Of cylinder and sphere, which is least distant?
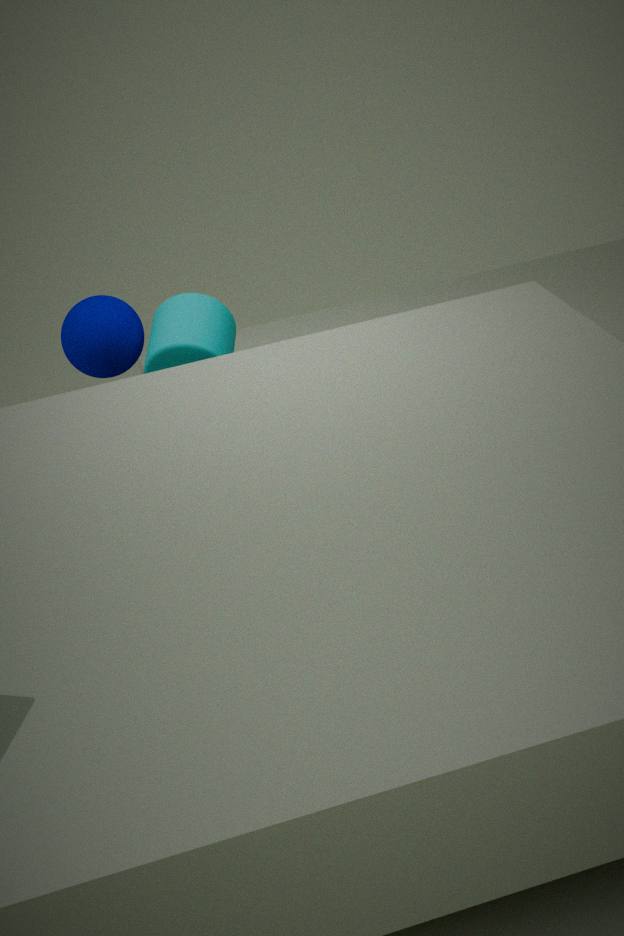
cylinder
